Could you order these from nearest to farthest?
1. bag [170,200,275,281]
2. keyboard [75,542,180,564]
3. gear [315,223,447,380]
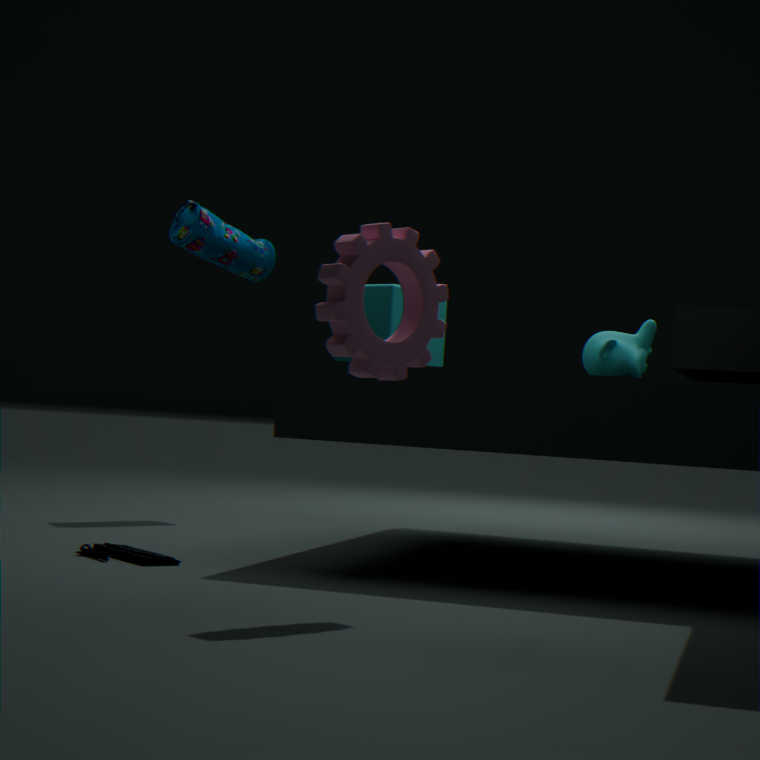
gear [315,223,447,380], keyboard [75,542,180,564], bag [170,200,275,281]
